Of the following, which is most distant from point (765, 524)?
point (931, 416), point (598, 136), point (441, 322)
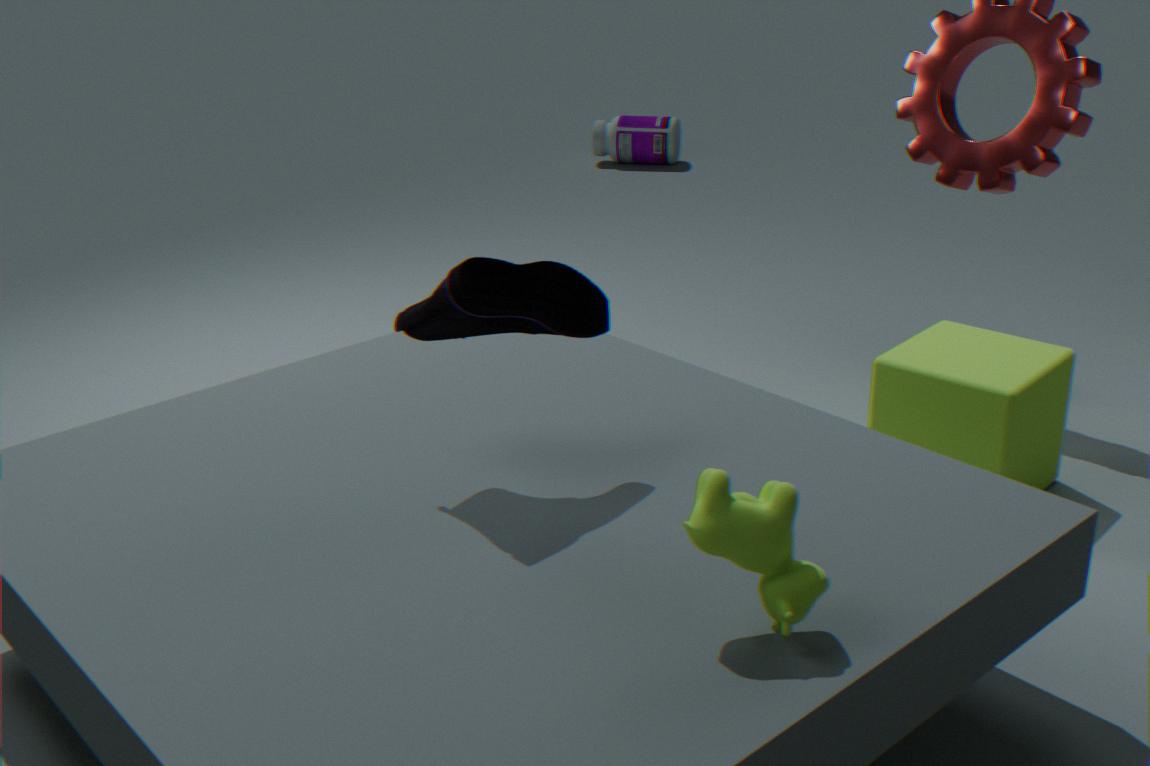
point (598, 136)
